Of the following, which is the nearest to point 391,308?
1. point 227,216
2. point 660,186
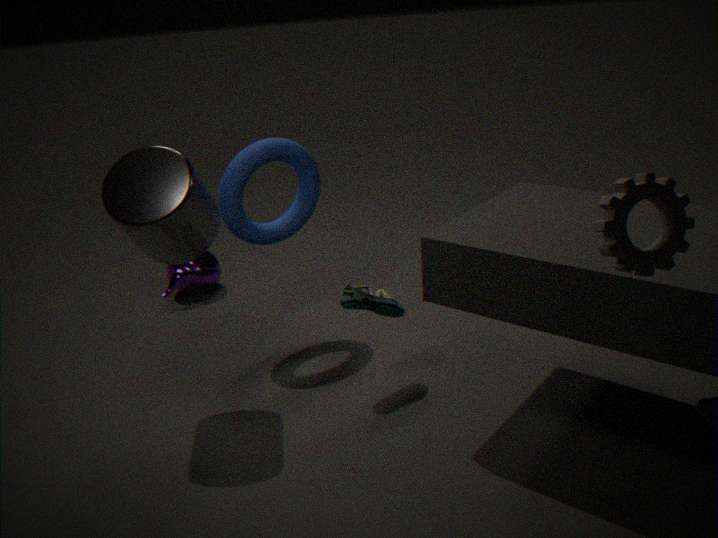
point 227,216
